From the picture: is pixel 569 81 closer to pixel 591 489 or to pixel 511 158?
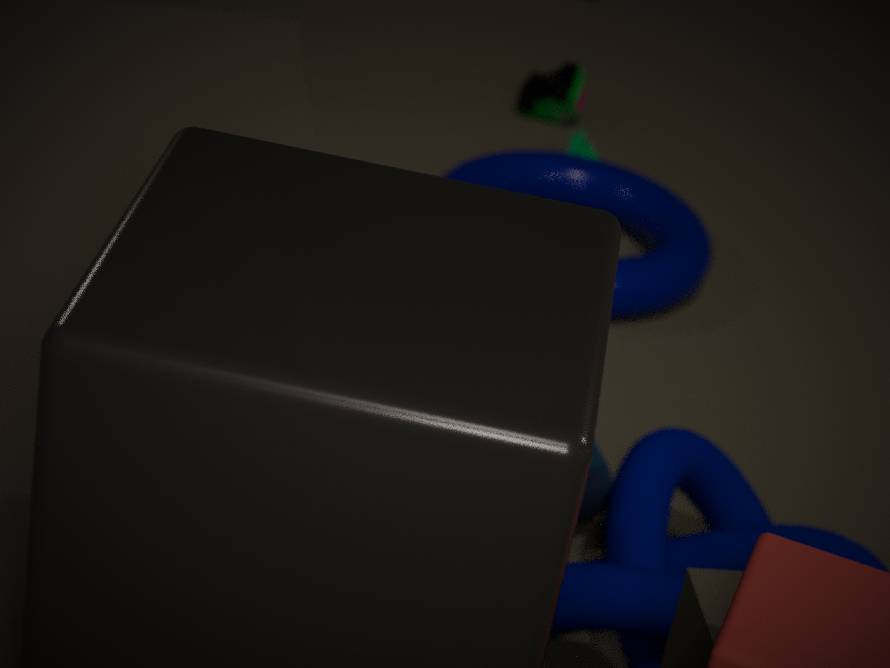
pixel 511 158
